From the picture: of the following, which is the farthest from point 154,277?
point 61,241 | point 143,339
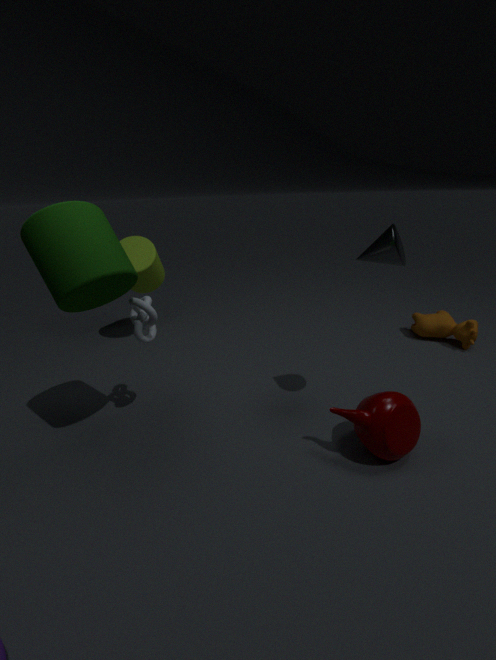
point 61,241
